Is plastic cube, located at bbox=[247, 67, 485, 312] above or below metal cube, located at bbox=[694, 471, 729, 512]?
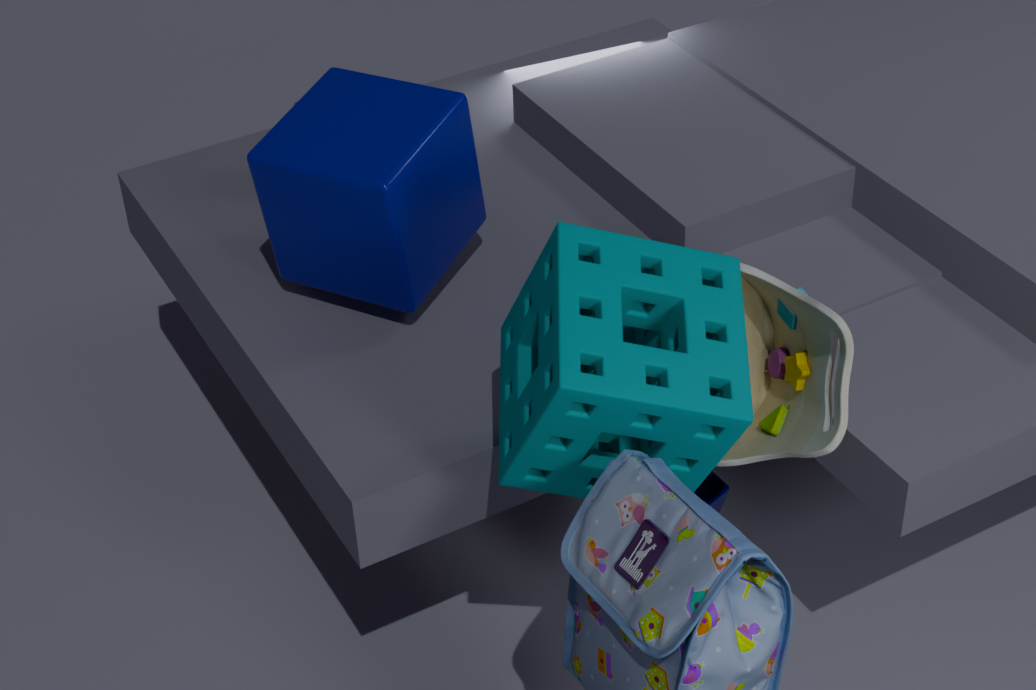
above
